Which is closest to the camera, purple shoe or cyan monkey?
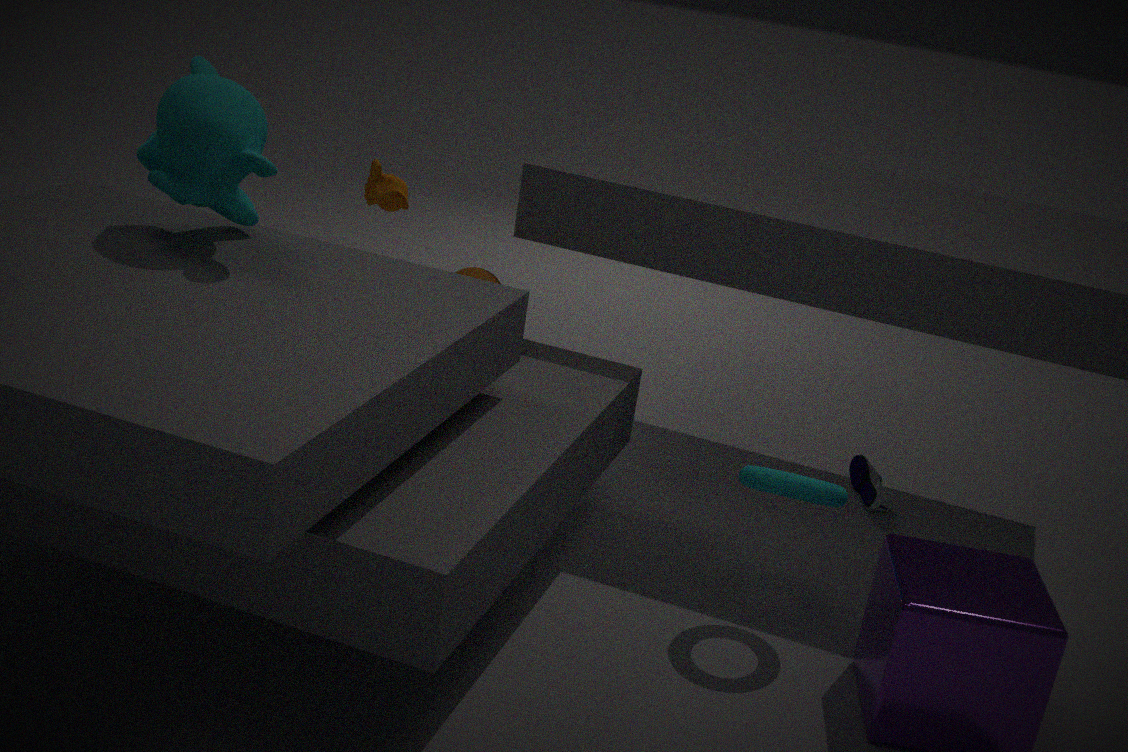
cyan monkey
